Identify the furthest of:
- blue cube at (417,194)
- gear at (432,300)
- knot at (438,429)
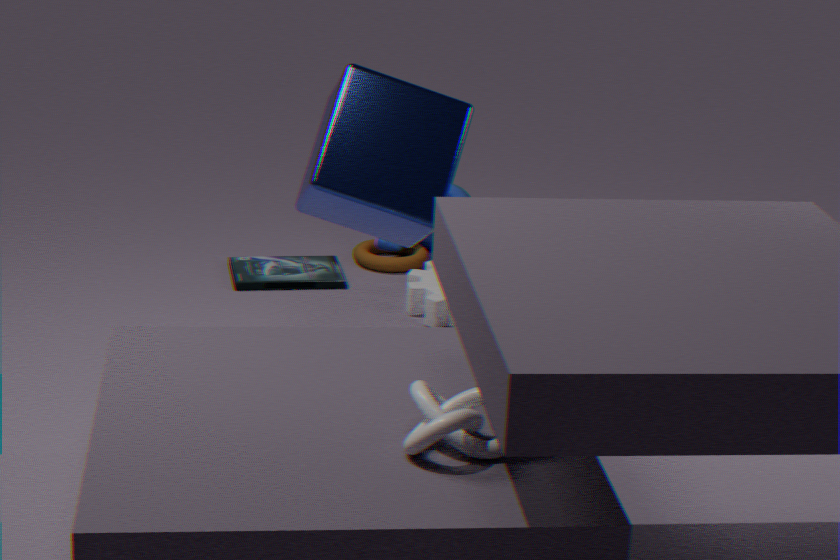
gear at (432,300)
